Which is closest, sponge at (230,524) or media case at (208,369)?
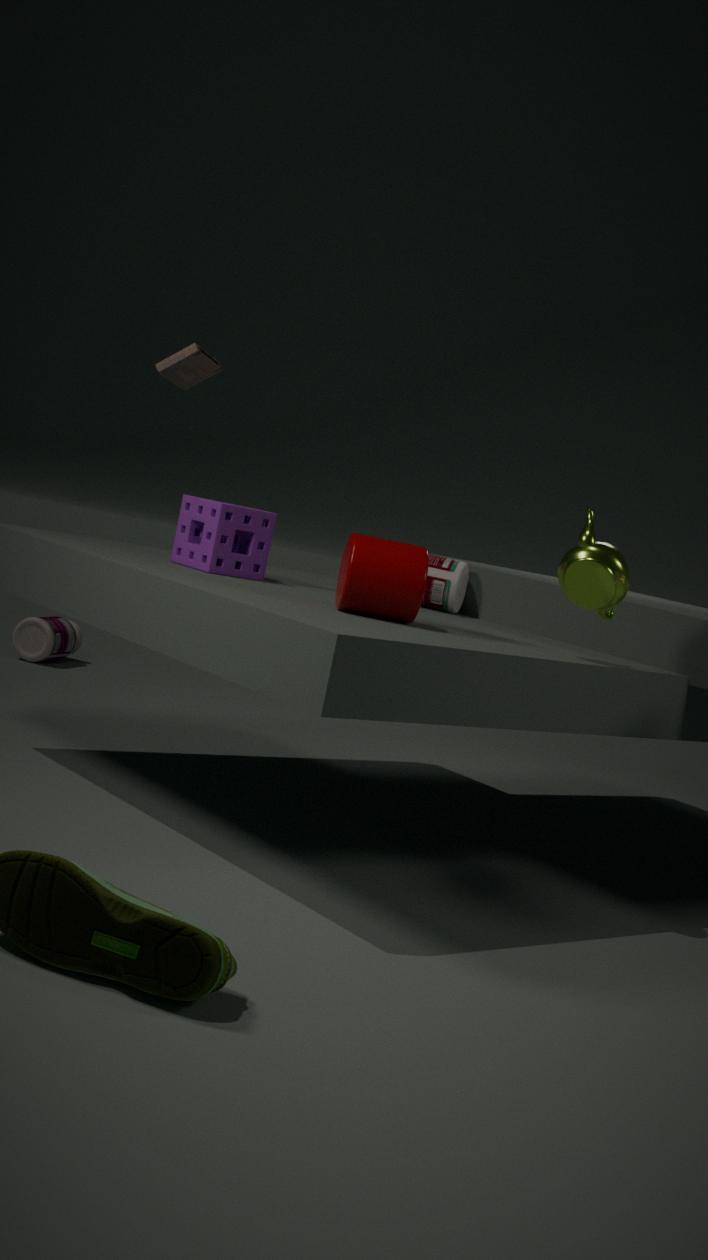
media case at (208,369)
